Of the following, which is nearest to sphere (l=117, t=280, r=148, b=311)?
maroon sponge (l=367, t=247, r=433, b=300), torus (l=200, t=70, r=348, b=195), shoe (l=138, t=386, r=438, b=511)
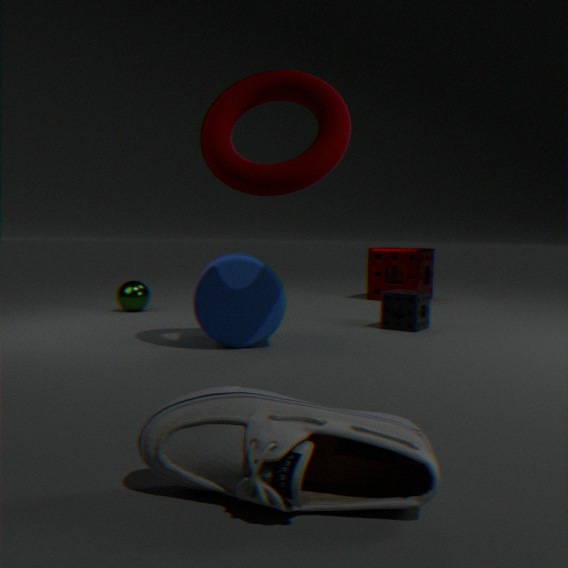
torus (l=200, t=70, r=348, b=195)
